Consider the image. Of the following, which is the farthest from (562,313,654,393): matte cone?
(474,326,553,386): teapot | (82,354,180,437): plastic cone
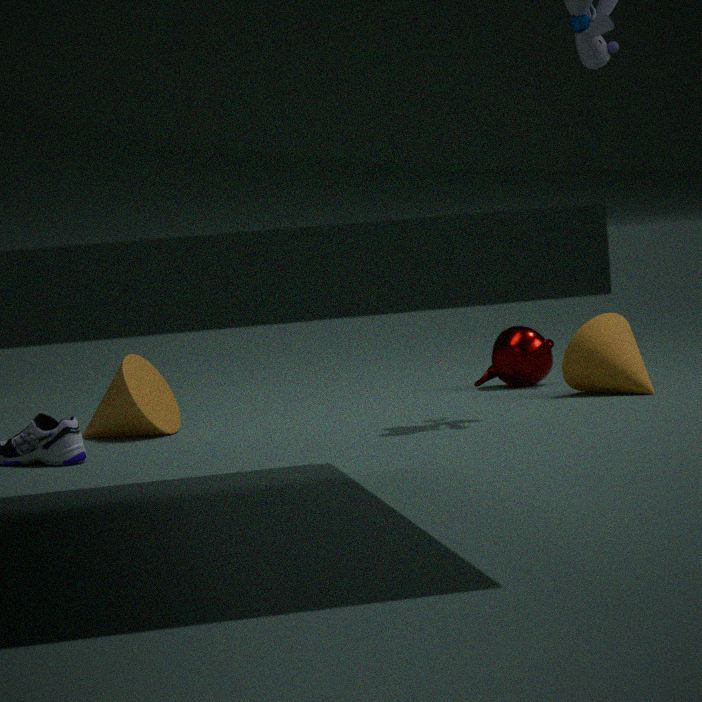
(82,354,180,437): plastic cone
